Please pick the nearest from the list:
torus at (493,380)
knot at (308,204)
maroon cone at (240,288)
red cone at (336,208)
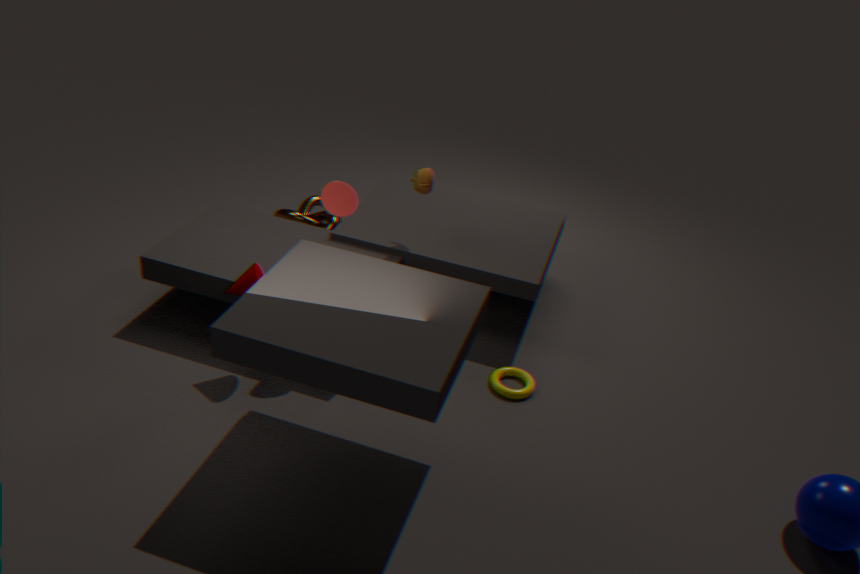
maroon cone at (240,288)
